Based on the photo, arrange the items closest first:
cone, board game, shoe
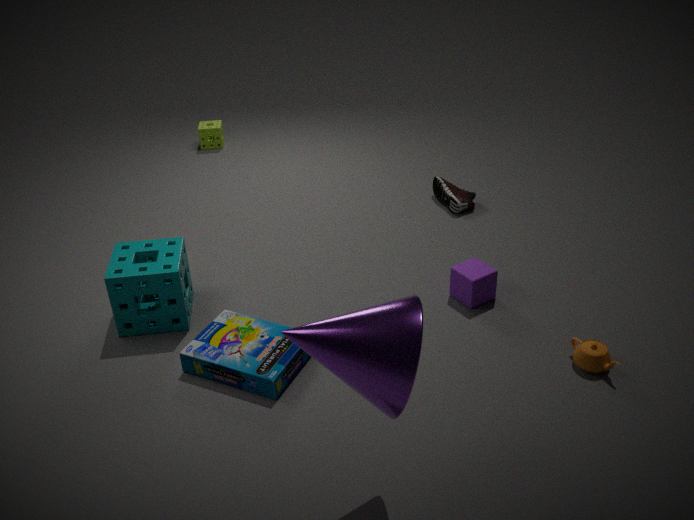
1. cone
2. board game
3. shoe
